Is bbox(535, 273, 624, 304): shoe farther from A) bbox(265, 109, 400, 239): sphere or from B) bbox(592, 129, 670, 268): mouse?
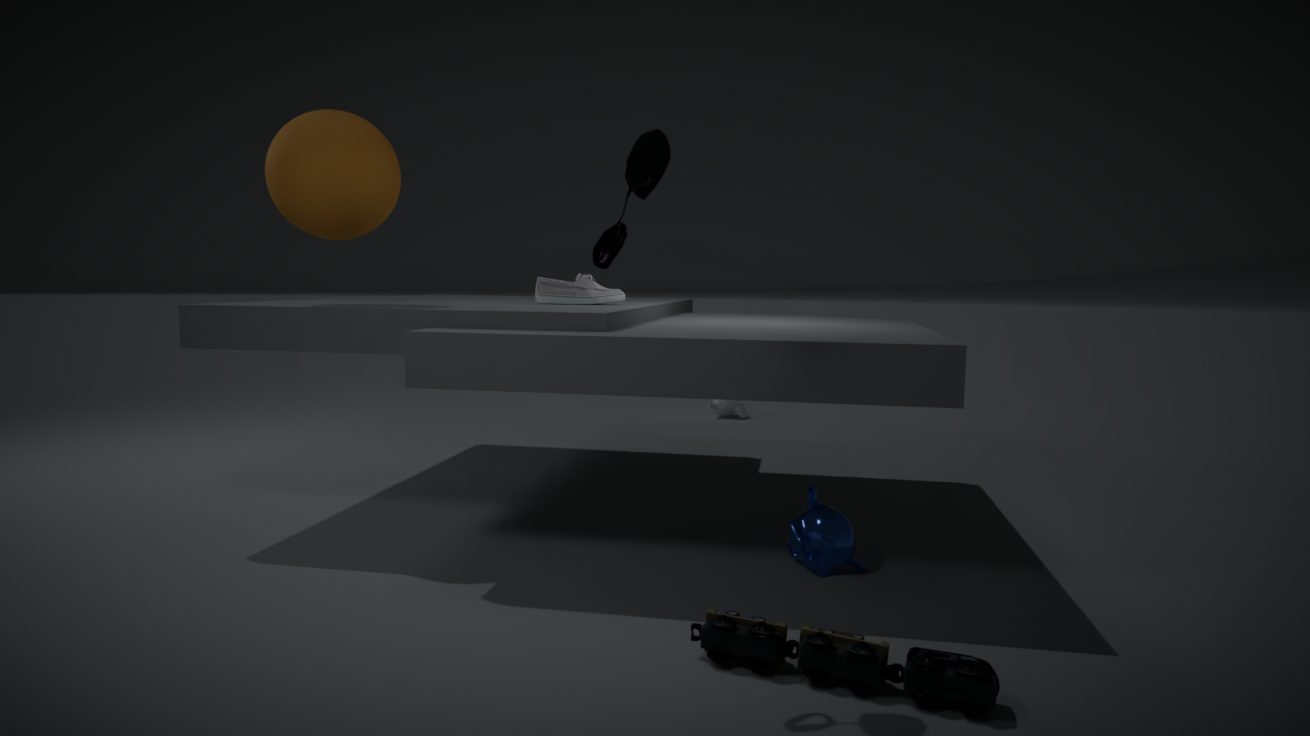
B) bbox(592, 129, 670, 268): mouse
